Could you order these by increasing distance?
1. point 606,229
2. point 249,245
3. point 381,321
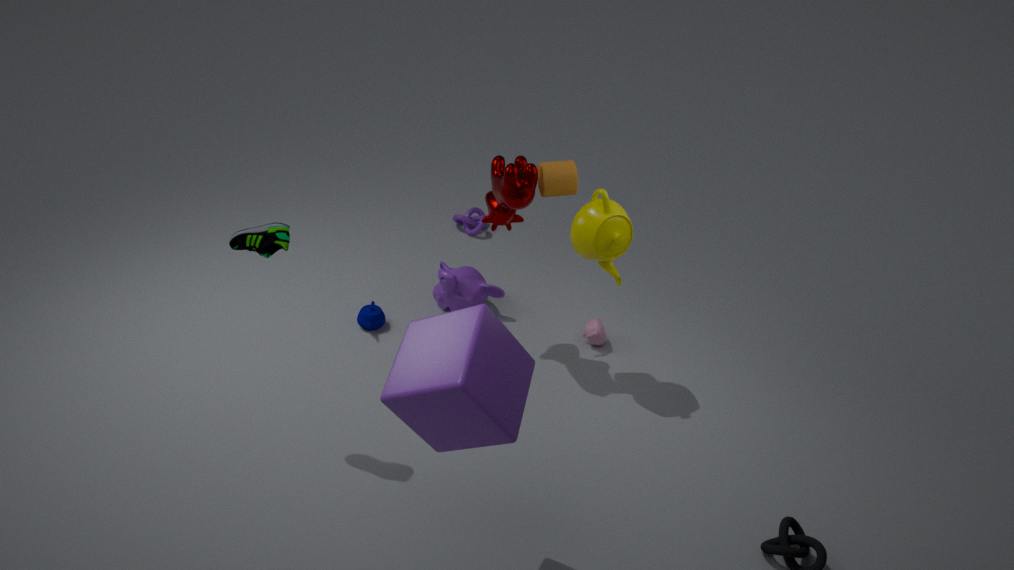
point 249,245 < point 606,229 < point 381,321
